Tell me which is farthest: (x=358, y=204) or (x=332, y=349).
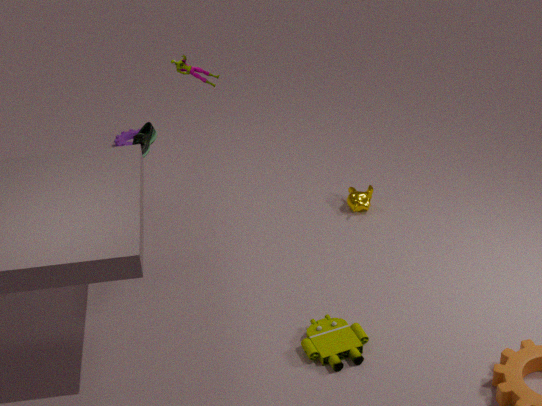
(x=358, y=204)
